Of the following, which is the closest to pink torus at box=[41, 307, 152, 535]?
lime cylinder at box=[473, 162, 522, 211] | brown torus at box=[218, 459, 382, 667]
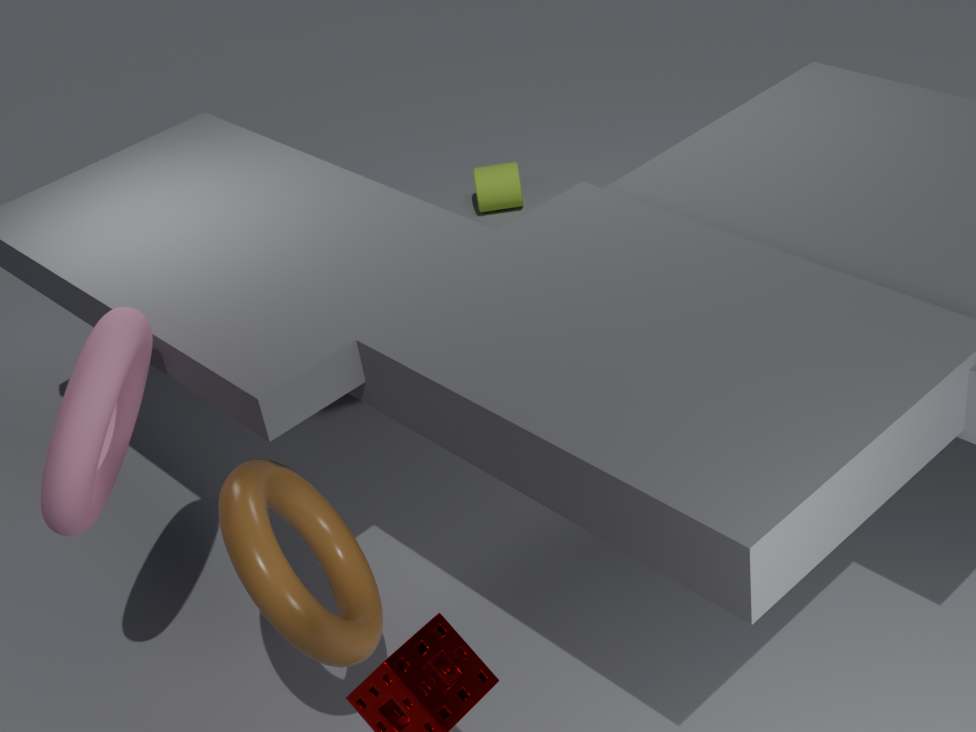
brown torus at box=[218, 459, 382, 667]
